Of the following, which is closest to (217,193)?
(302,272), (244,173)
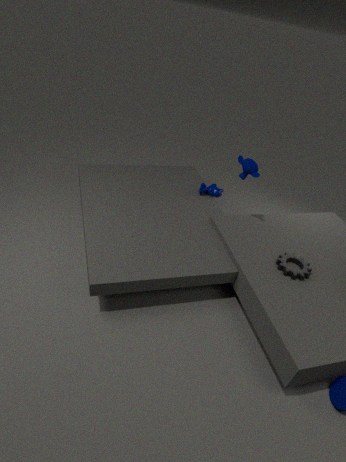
(244,173)
